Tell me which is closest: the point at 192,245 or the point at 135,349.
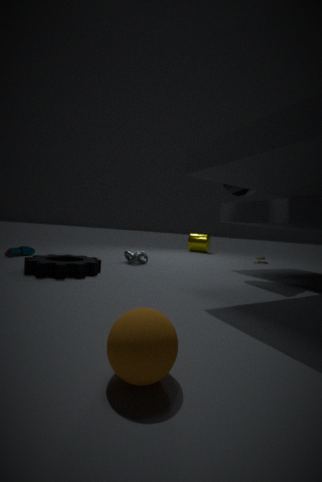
the point at 135,349
